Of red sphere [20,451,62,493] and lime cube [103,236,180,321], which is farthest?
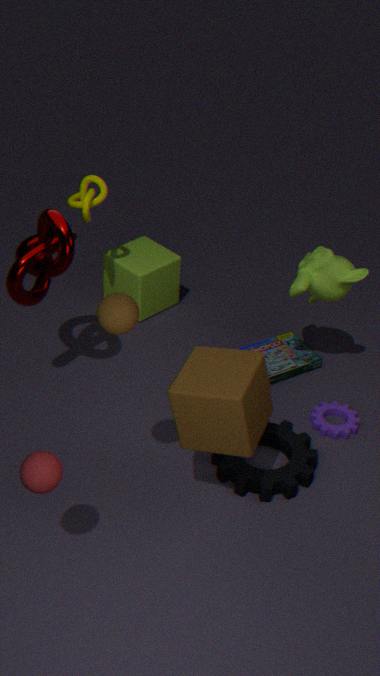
lime cube [103,236,180,321]
